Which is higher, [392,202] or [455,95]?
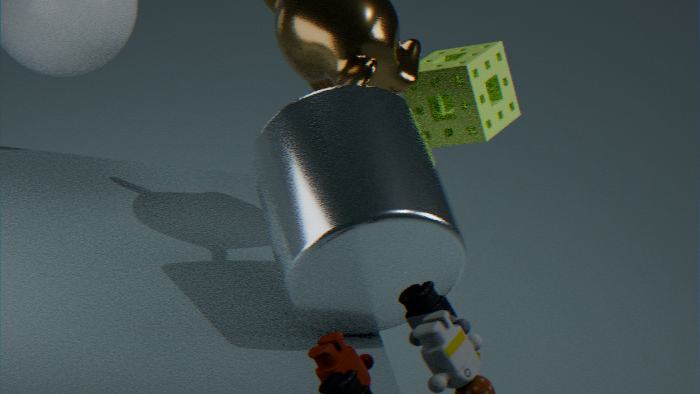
[455,95]
